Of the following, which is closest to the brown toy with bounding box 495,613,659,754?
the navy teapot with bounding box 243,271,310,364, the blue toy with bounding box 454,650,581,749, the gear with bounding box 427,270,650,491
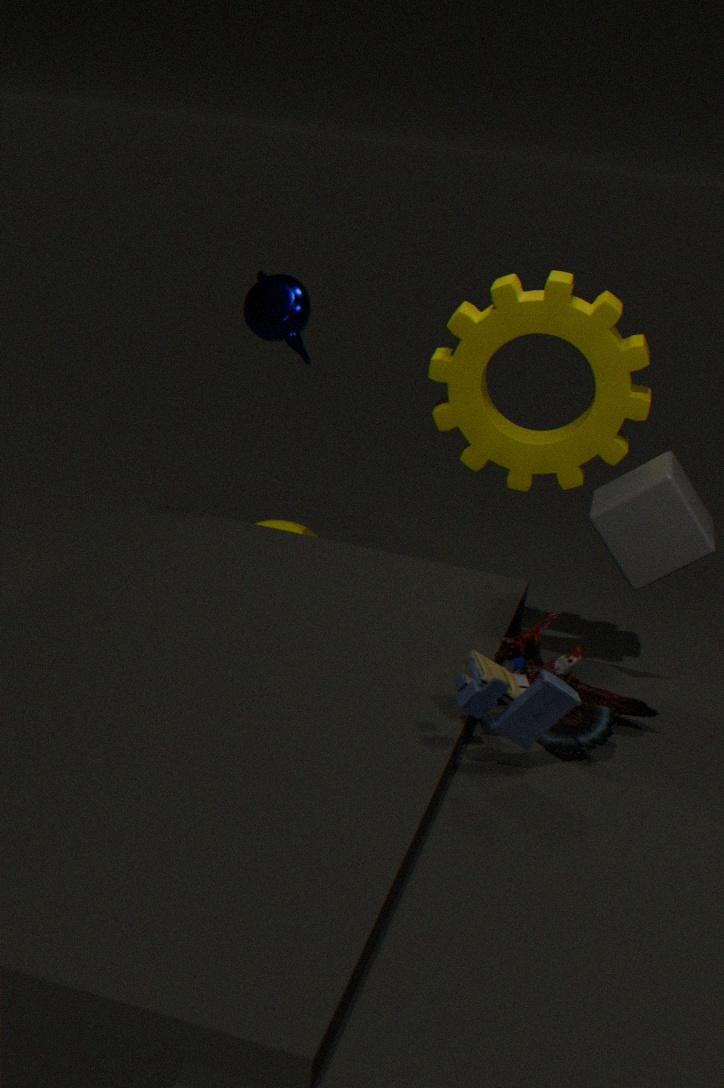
the blue toy with bounding box 454,650,581,749
